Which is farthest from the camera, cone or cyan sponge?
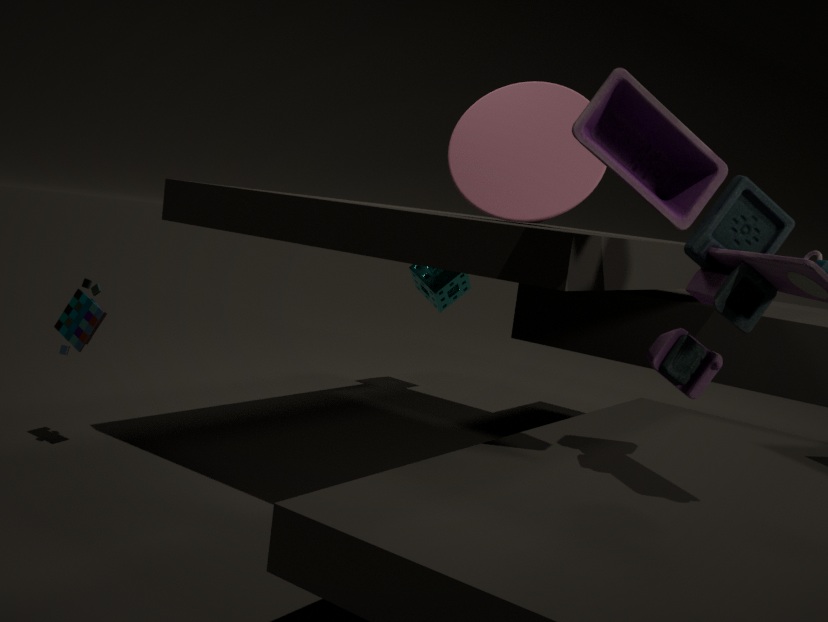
cyan sponge
